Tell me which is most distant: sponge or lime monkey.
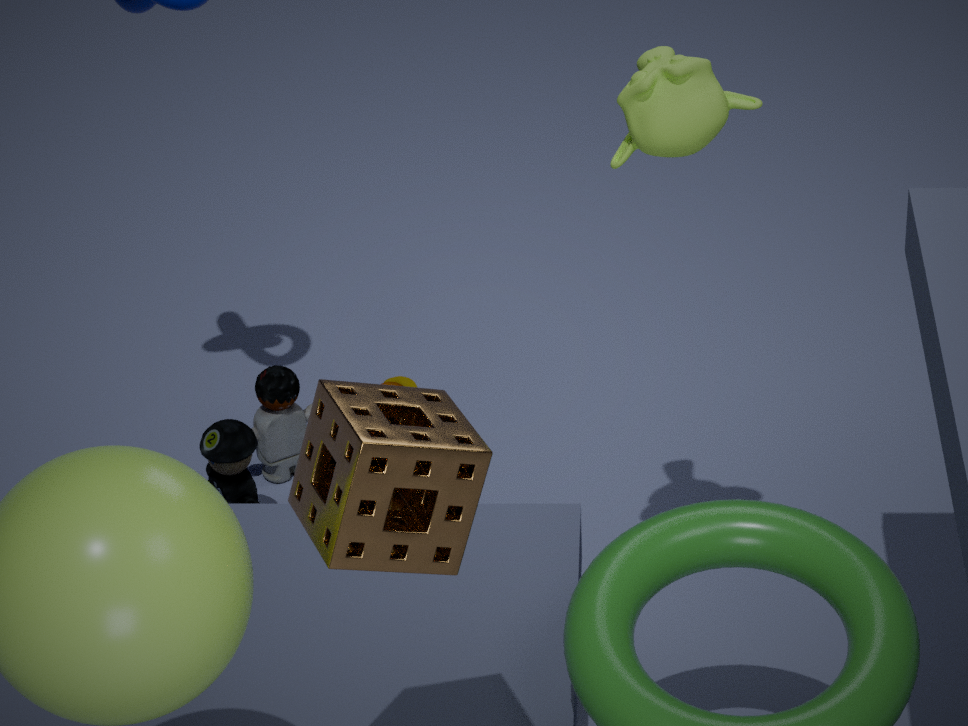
lime monkey
